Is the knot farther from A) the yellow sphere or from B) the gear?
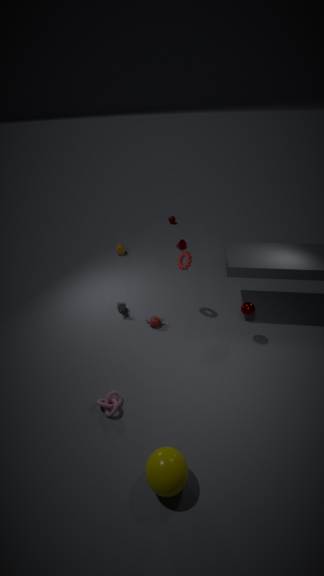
B) the gear
